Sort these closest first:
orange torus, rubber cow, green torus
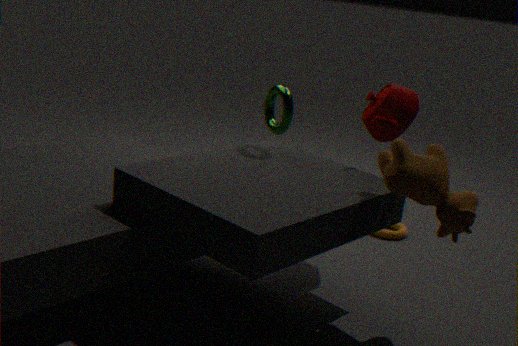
→ rubber cow → green torus → orange torus
